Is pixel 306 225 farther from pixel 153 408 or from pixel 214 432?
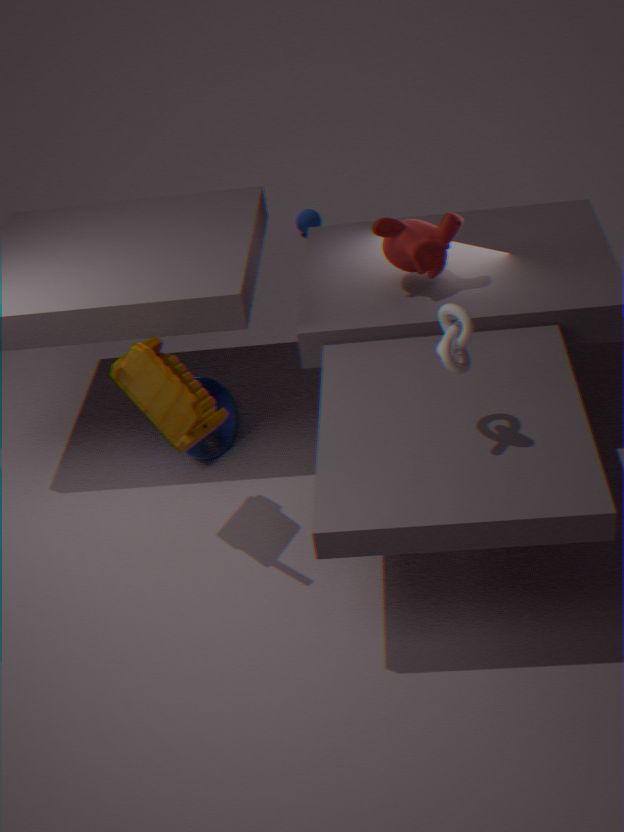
pixel 153 408
